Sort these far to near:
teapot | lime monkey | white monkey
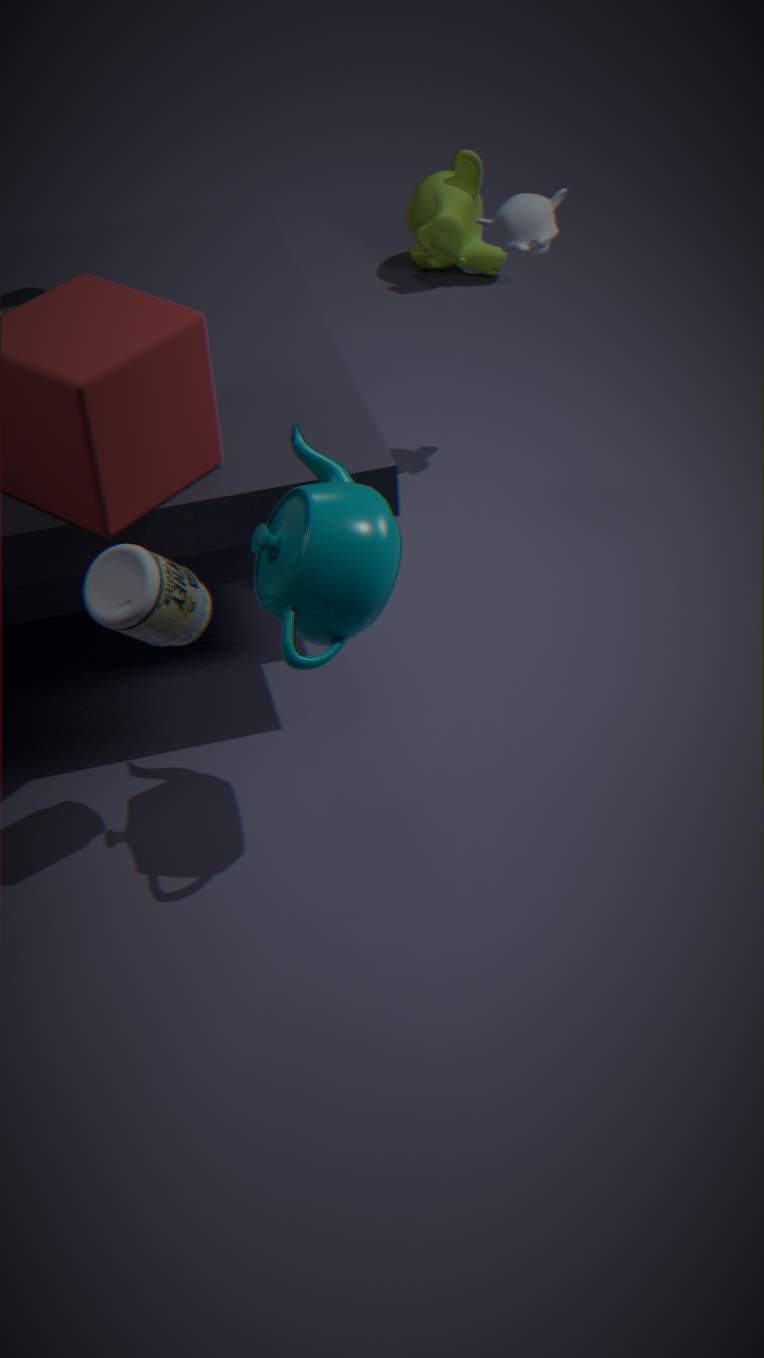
lime monkey < white monkey < teapot
